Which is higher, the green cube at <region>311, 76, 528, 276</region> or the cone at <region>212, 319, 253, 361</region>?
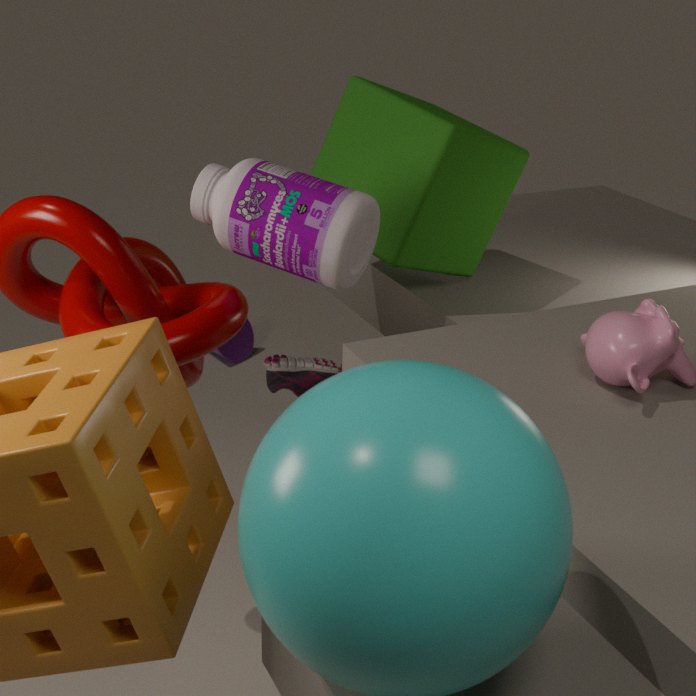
the green cube at <region>311, 76, 528, 276</region>
